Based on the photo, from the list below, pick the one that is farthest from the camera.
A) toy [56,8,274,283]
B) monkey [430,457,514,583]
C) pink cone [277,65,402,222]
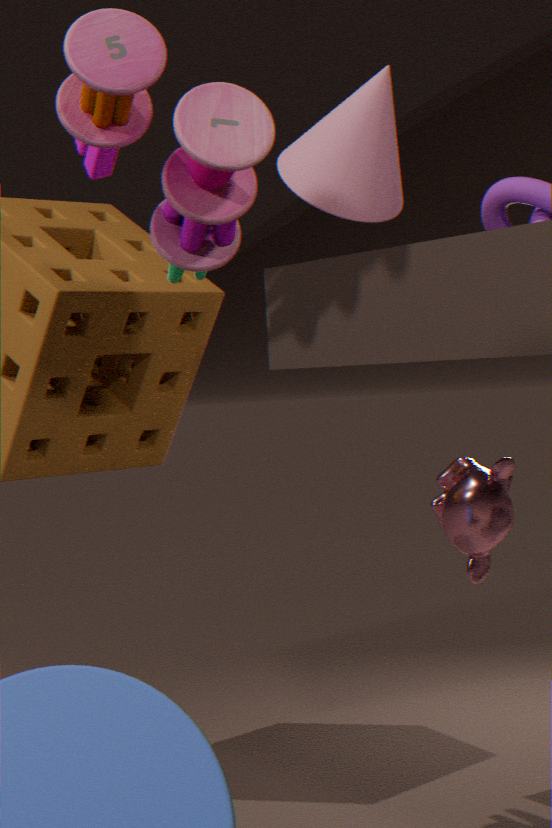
monkey [430,457,514,583]
